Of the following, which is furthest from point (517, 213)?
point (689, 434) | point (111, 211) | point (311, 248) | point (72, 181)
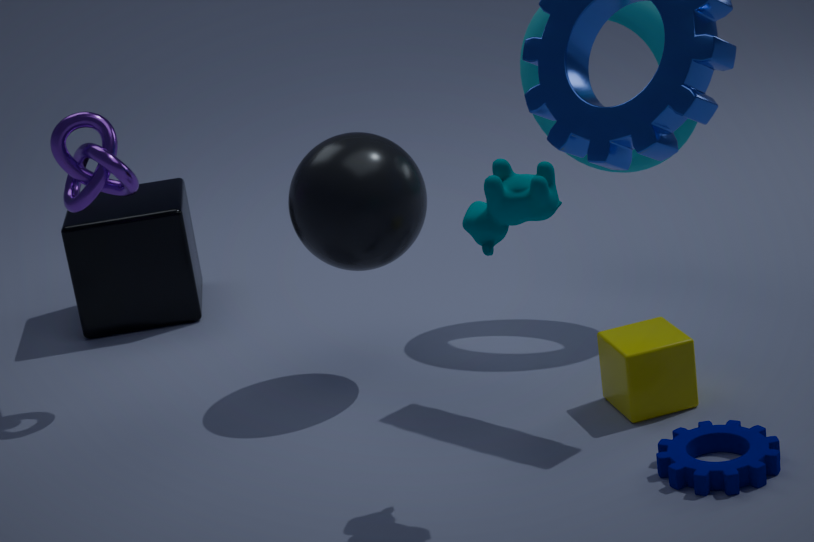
point (111, 211)
